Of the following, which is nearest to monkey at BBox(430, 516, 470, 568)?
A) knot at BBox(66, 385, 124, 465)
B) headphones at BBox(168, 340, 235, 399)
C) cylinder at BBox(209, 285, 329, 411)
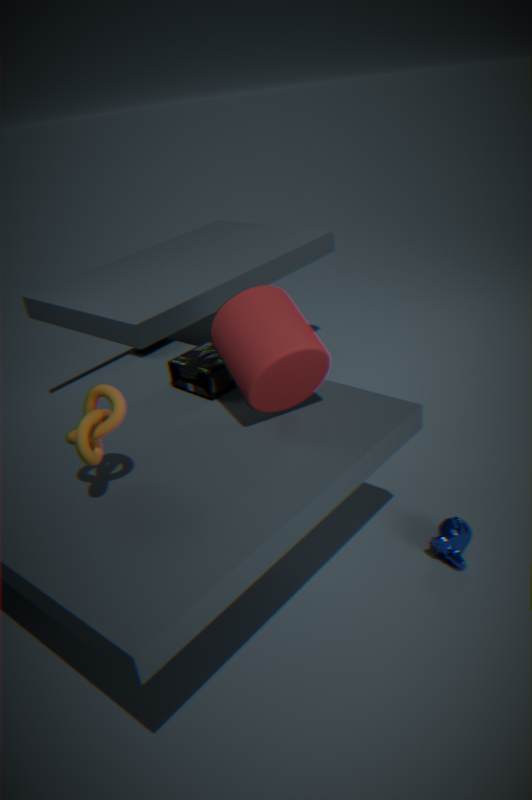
cylinder at BBox(209, 285, 329, 411)
